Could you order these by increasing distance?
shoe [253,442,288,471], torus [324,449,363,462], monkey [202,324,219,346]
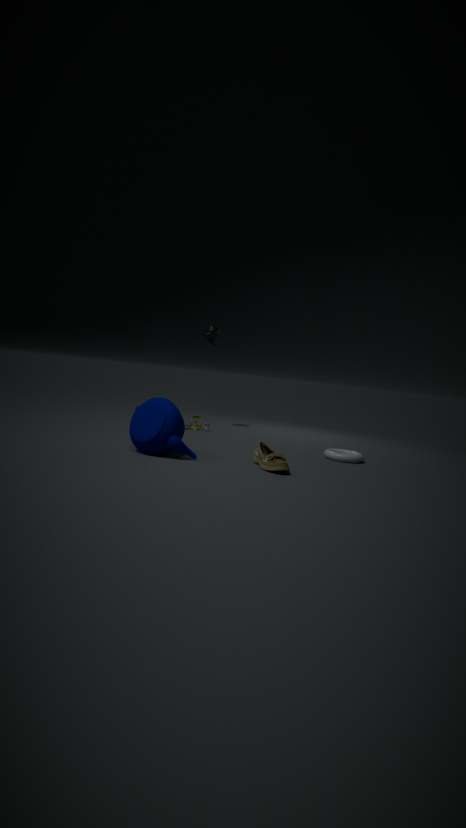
shoe [253,442,288,471]
torus [324,449,363,462]
monkey [202,324,219,346]
